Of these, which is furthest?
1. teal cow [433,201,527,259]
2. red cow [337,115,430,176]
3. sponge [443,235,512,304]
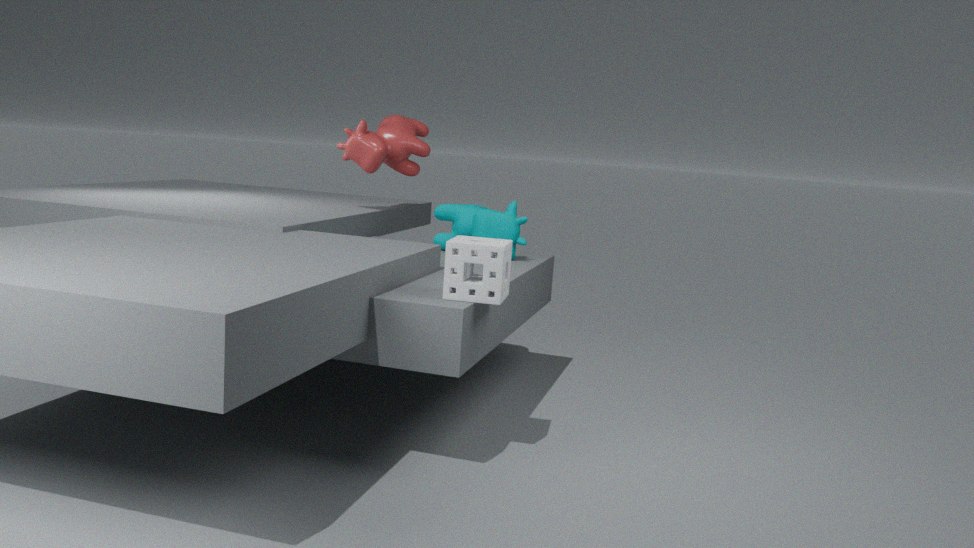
Answer: red cow [337,115,430,176]
